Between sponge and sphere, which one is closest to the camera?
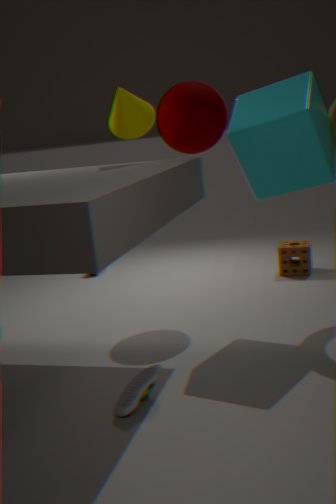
sphere
